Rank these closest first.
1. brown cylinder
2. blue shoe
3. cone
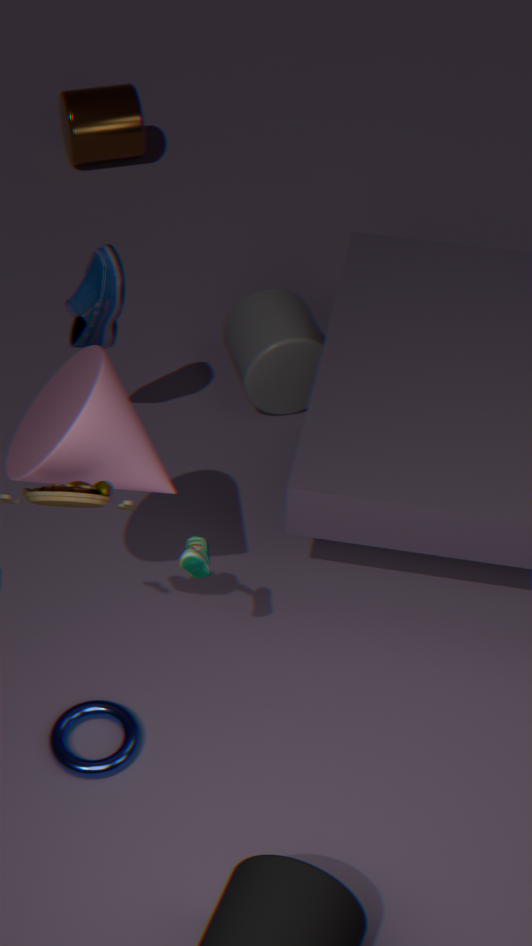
1. cone
2. blue shoe
3. brown cylinder
